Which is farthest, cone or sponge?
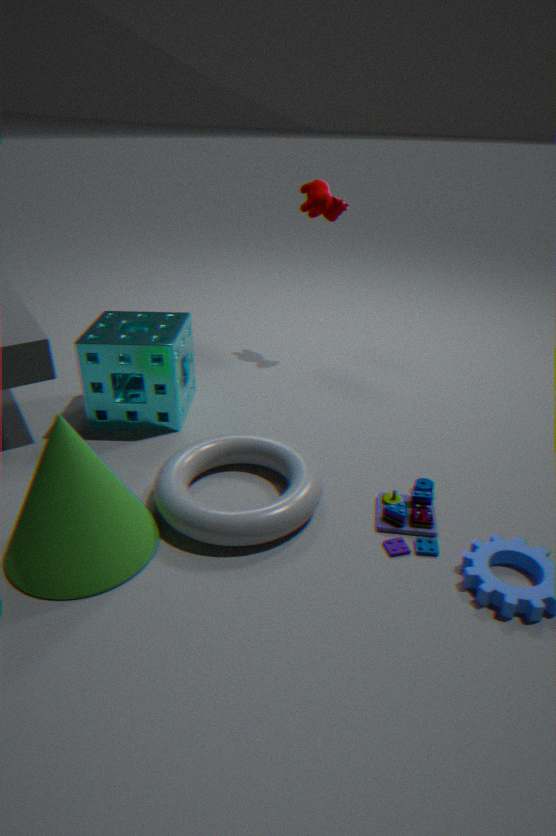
sponge
